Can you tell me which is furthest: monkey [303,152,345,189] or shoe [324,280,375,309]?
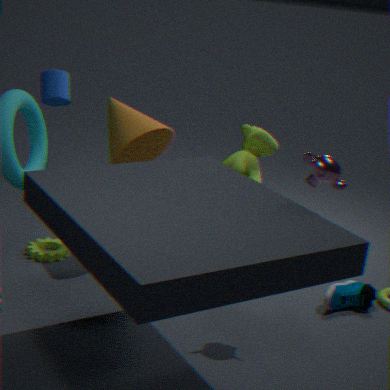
shoe [324,280,375,309]
